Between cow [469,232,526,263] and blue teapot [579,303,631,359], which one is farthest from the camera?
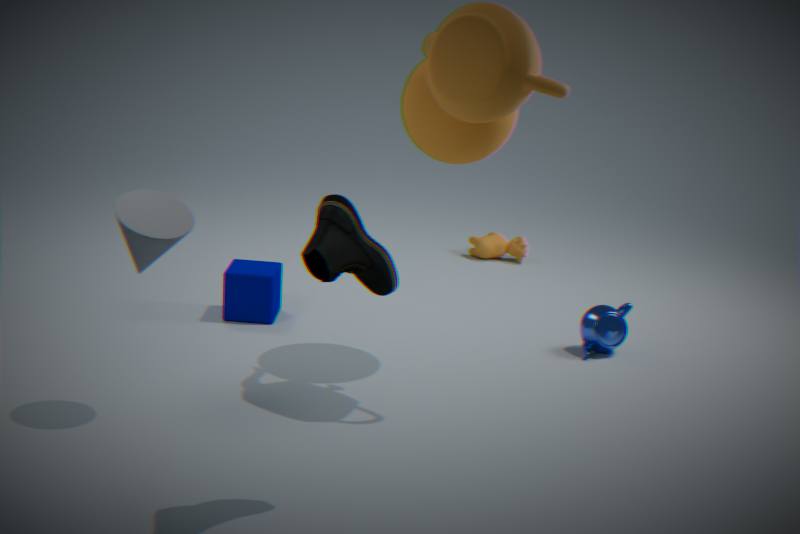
cow [469,232,526,263]
